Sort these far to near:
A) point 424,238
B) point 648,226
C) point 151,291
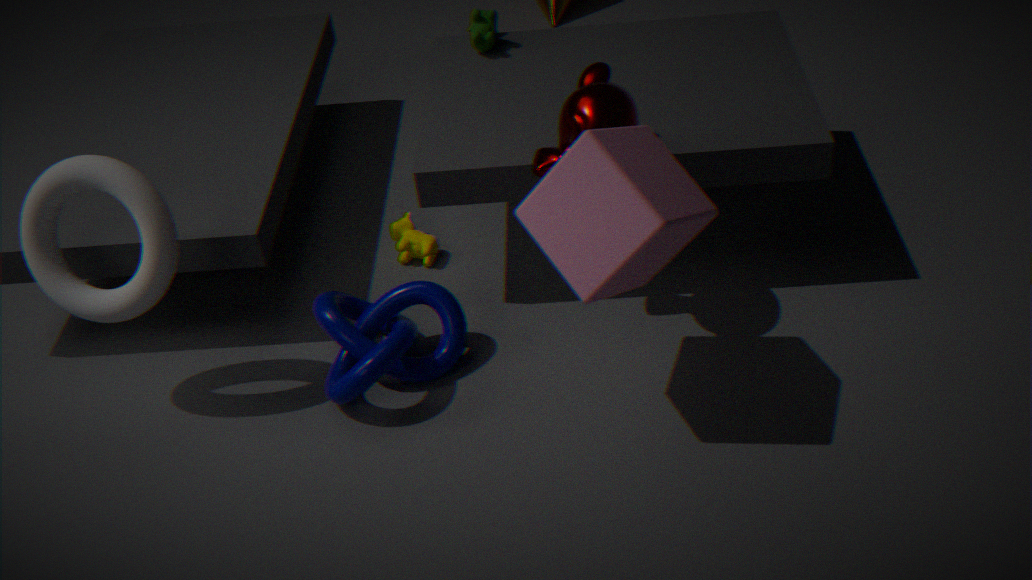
1. point 424,238
2. point 151,291
3. point 648,226
